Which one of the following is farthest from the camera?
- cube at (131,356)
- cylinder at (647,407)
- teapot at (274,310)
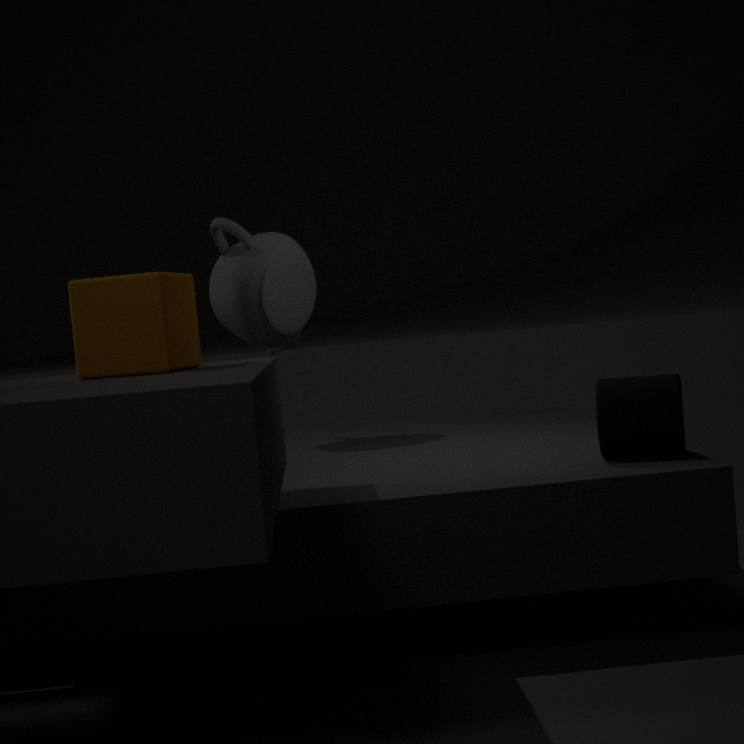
teapot at (274,310)
